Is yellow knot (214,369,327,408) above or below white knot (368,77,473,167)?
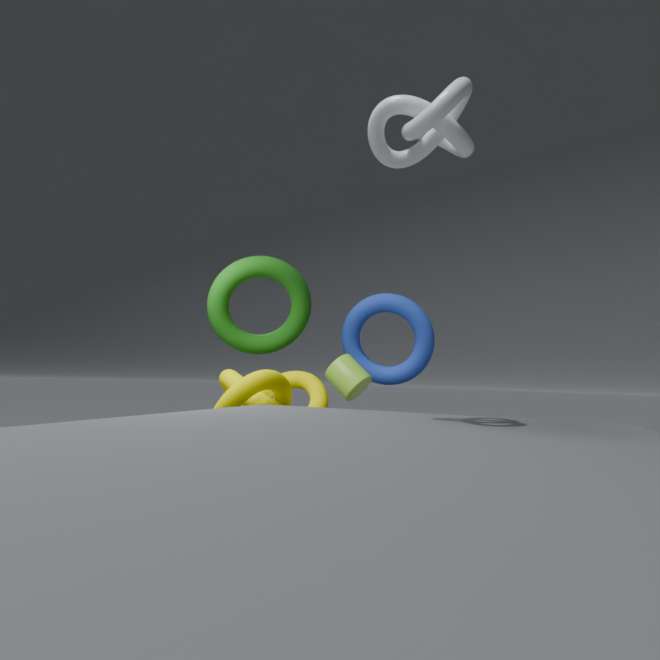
below
